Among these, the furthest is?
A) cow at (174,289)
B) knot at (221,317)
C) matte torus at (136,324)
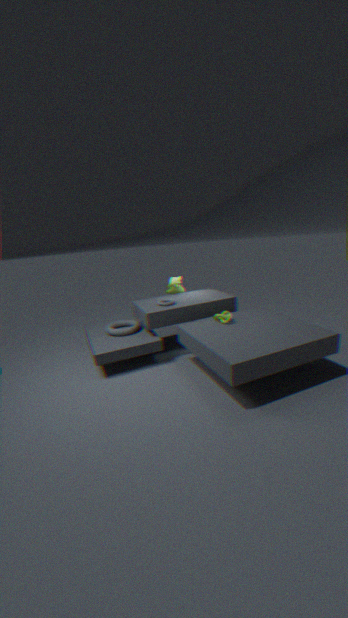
cow at (174,289)
